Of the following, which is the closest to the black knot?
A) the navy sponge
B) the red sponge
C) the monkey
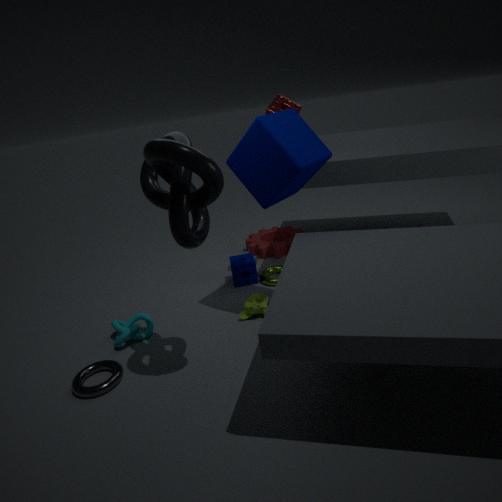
the monkey
